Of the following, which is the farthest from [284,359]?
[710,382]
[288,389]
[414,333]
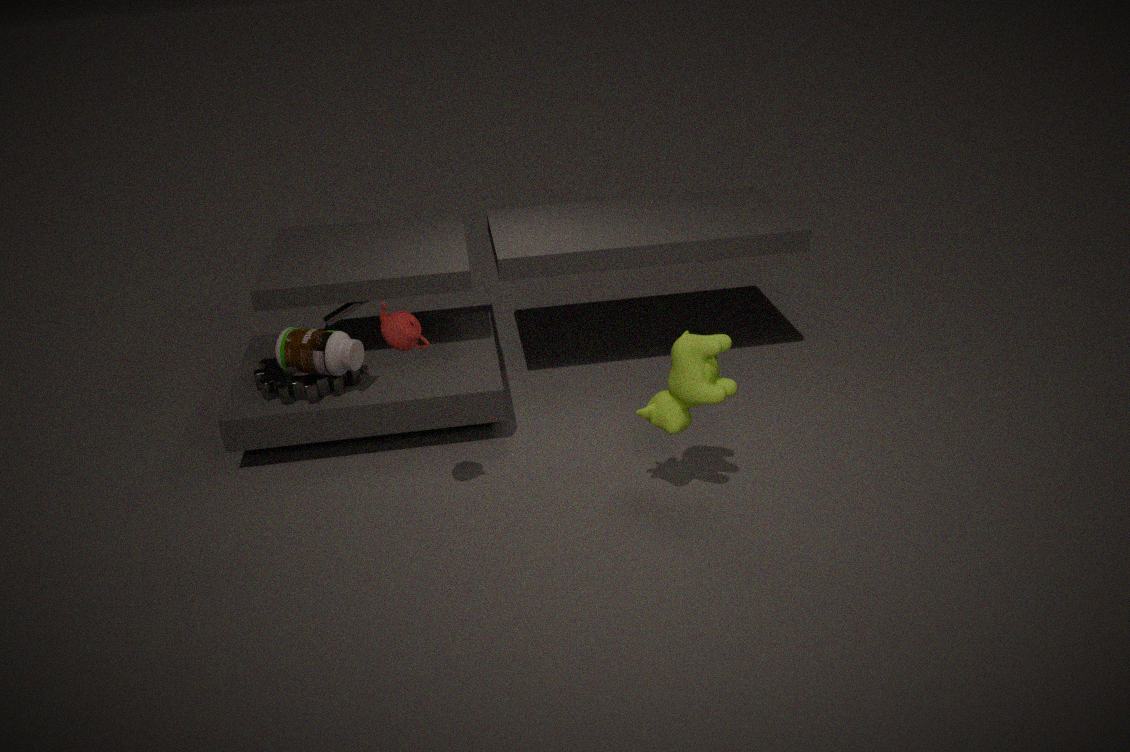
[710,382]
